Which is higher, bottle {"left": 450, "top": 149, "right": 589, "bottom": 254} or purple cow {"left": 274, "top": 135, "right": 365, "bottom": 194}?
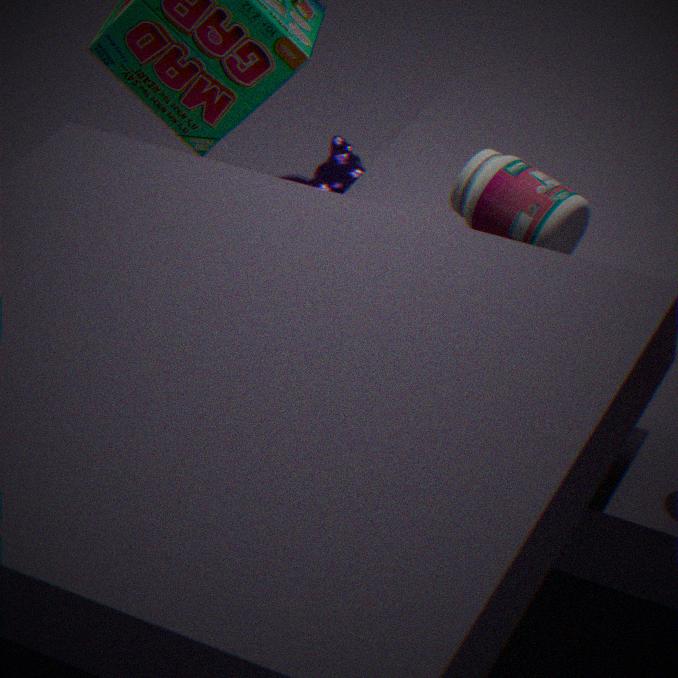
bottle {"left": 450, "top": 149, "right": 589, "bottom": 254}
